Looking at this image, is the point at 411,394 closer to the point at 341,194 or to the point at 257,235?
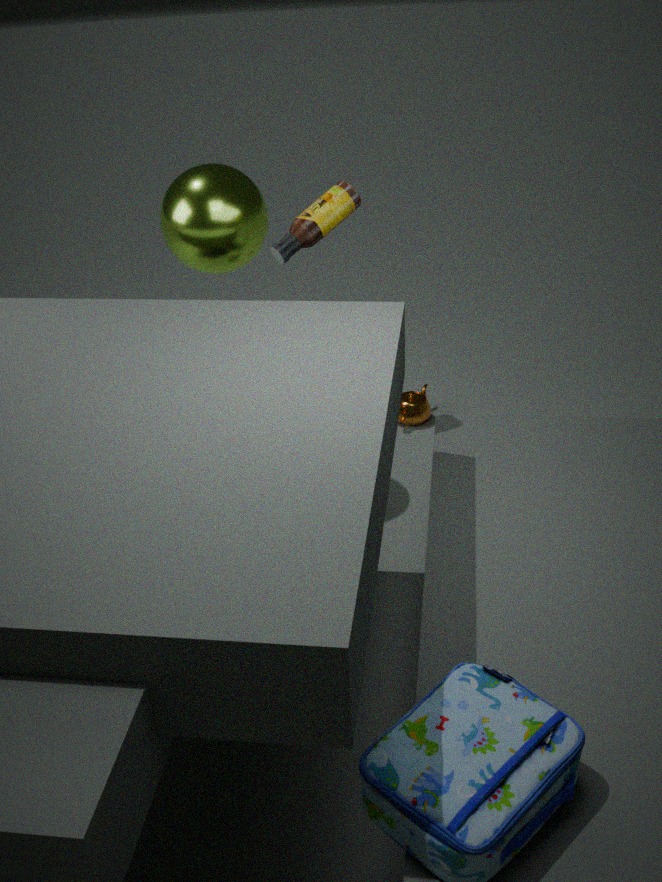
the point at 257,235
